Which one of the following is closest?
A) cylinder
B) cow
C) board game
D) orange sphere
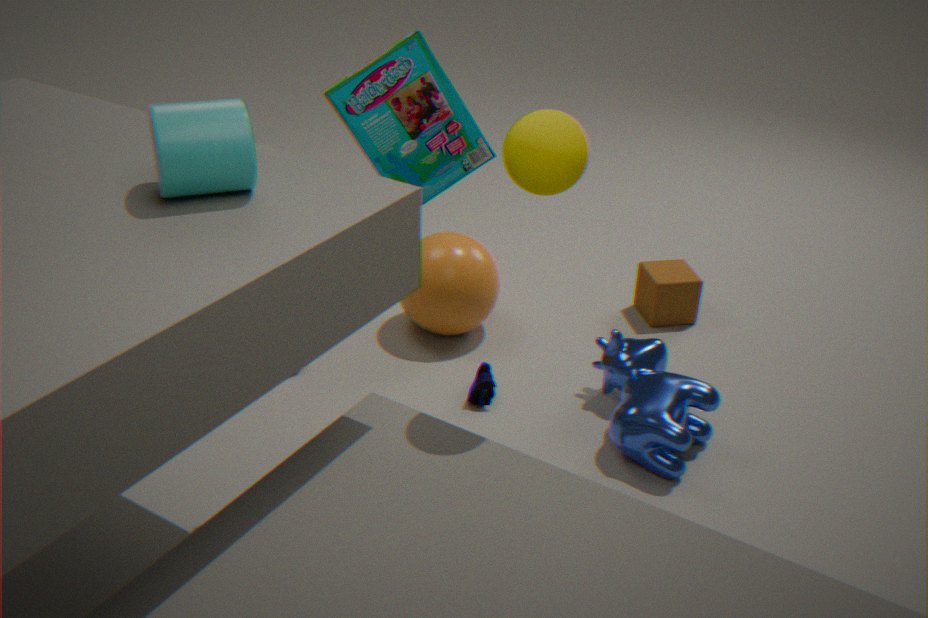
cylinder
